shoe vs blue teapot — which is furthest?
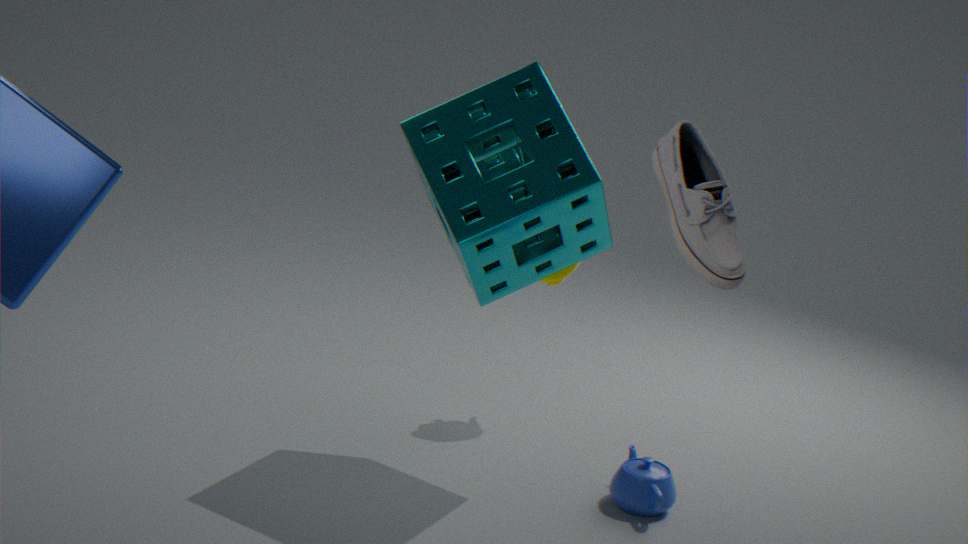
blue teapot
